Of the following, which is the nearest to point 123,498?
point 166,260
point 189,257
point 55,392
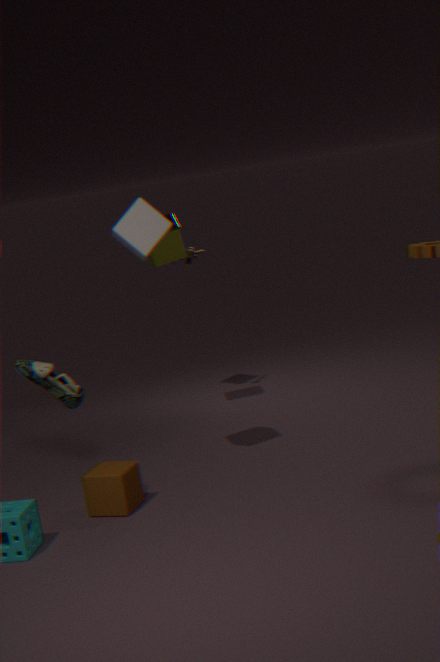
point 55,392
